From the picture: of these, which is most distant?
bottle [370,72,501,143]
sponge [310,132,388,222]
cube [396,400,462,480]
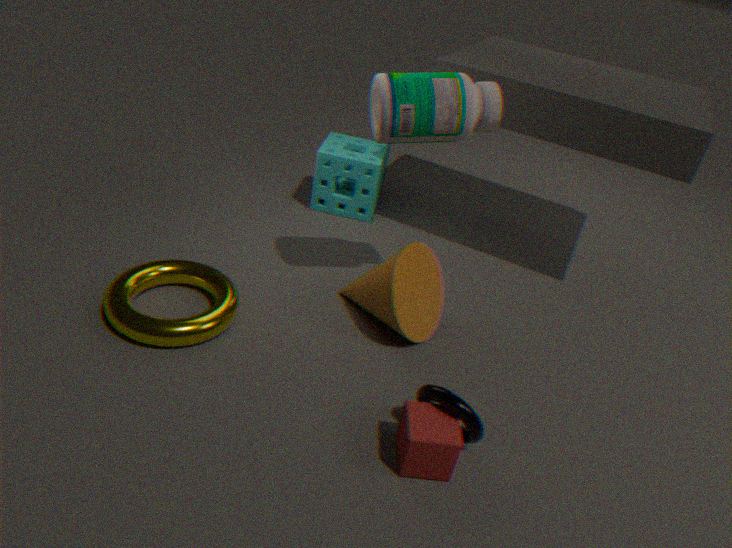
sponge [310,132,388,222]
